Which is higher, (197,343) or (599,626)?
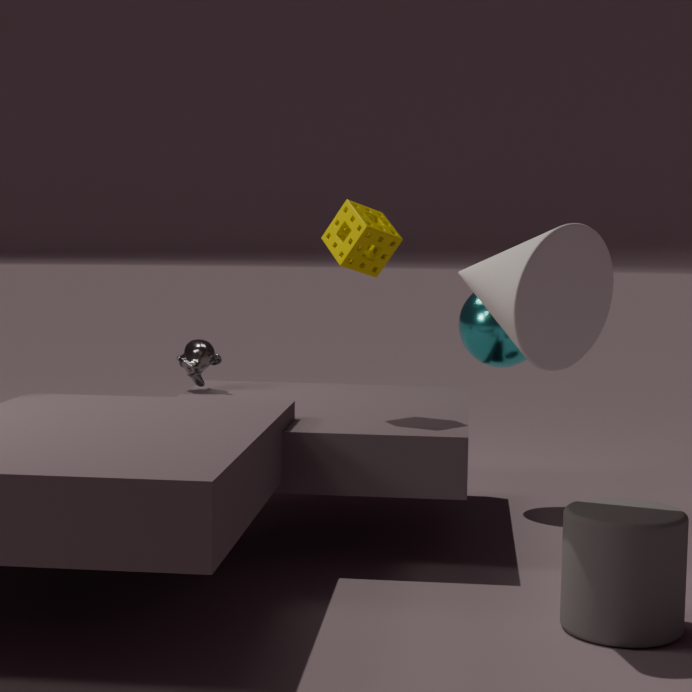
(197,343)
